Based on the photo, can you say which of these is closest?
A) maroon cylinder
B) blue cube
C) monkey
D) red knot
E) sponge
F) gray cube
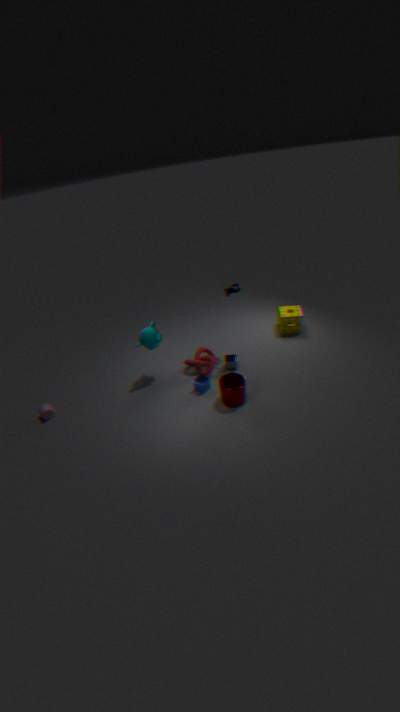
maroon cylinder
